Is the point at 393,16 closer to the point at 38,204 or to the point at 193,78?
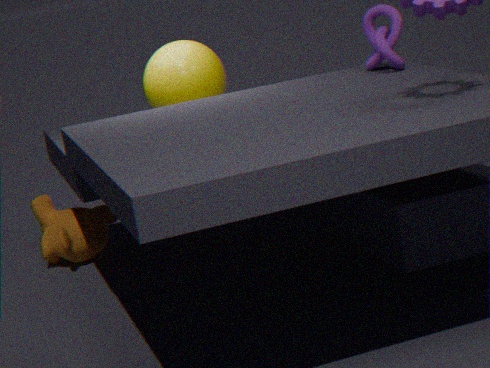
the point at 193,78
